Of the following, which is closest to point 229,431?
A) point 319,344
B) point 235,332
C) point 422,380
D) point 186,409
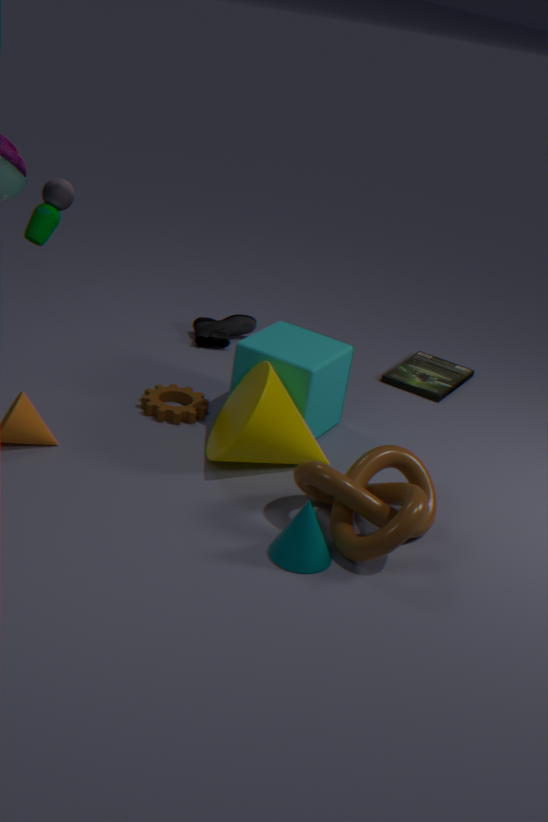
point 319,344
